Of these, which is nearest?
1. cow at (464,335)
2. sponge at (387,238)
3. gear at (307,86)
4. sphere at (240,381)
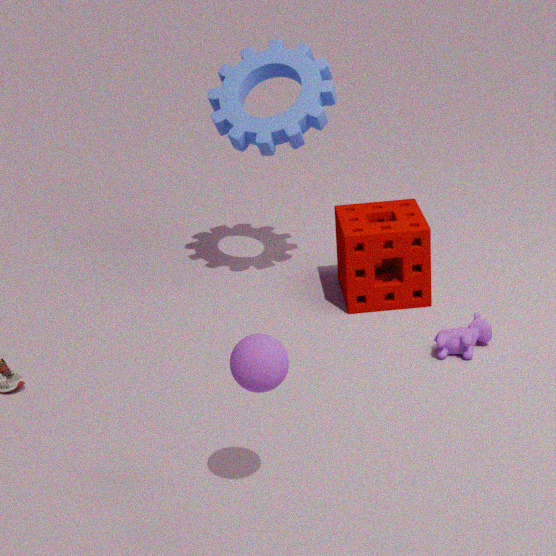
sphere at (240,381)
